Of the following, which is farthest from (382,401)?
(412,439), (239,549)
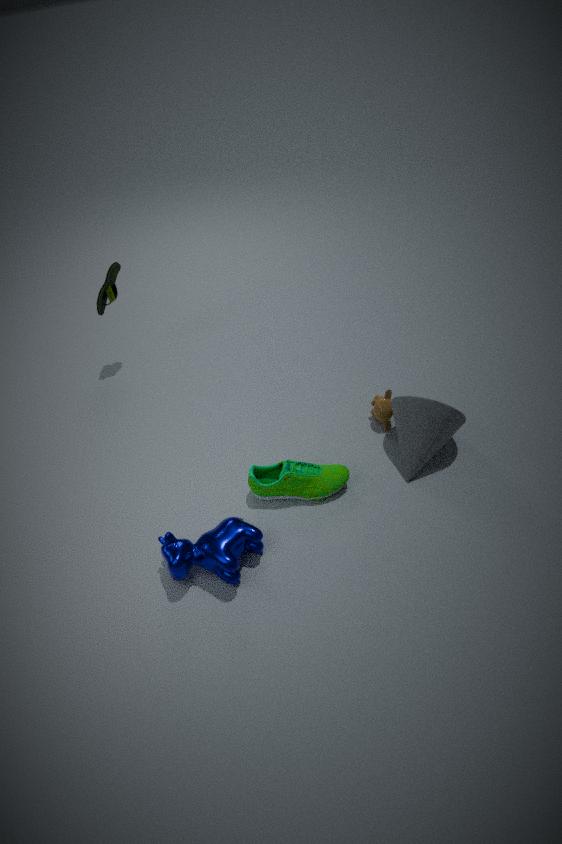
(239,549)
